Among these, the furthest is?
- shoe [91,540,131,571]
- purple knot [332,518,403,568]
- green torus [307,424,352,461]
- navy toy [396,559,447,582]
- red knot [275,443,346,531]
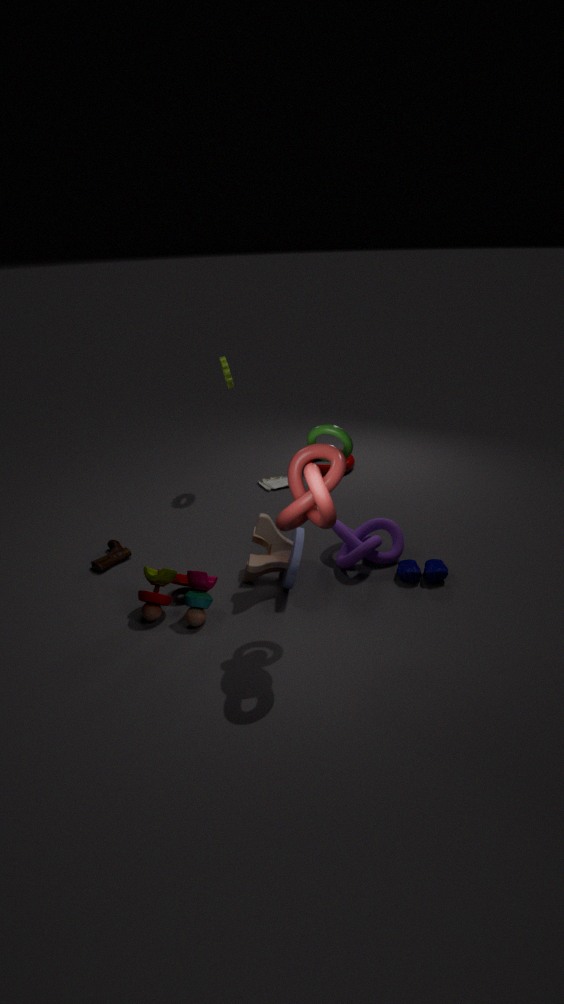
shoe [91,540,131,571]
